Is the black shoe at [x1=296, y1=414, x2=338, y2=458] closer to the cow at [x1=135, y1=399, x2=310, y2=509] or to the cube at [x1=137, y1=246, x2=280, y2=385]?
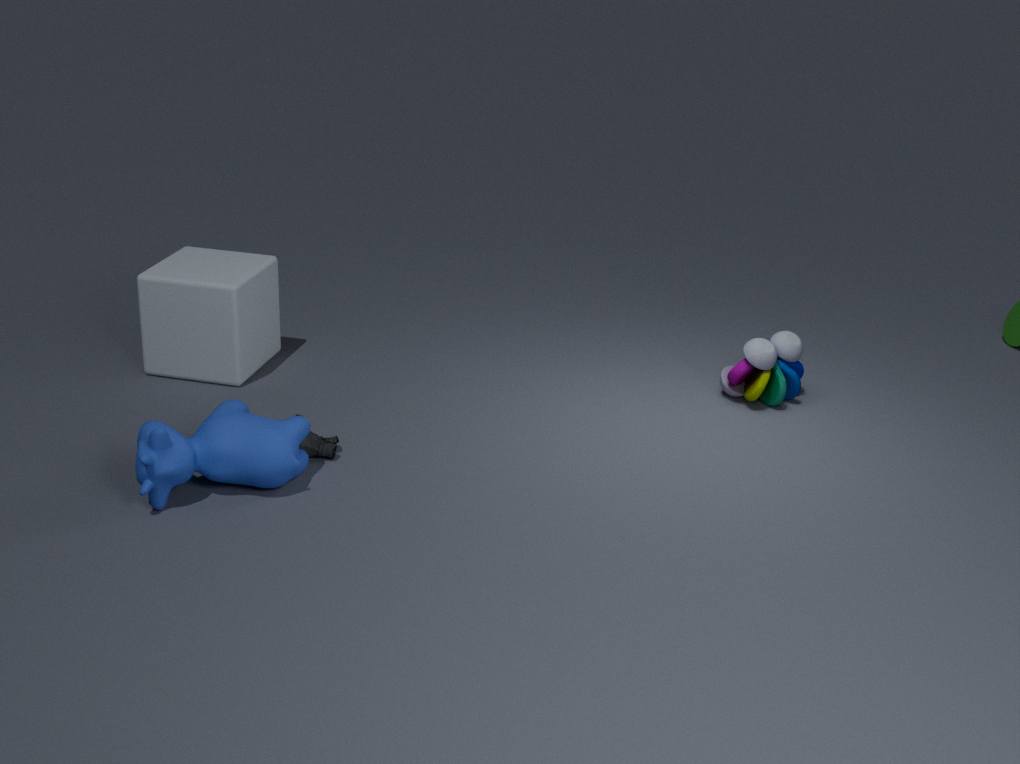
the cow at [x1=135, y1=399, x2=310, y2=509]
